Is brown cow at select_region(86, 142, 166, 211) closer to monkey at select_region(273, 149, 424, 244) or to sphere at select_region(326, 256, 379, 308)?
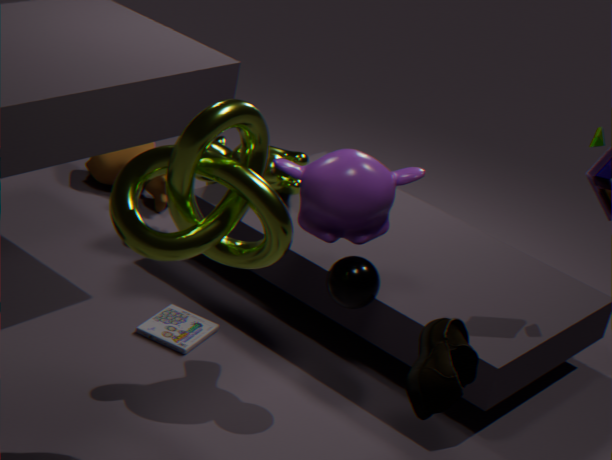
monkey at select_region(273, 149, 424, 244)
